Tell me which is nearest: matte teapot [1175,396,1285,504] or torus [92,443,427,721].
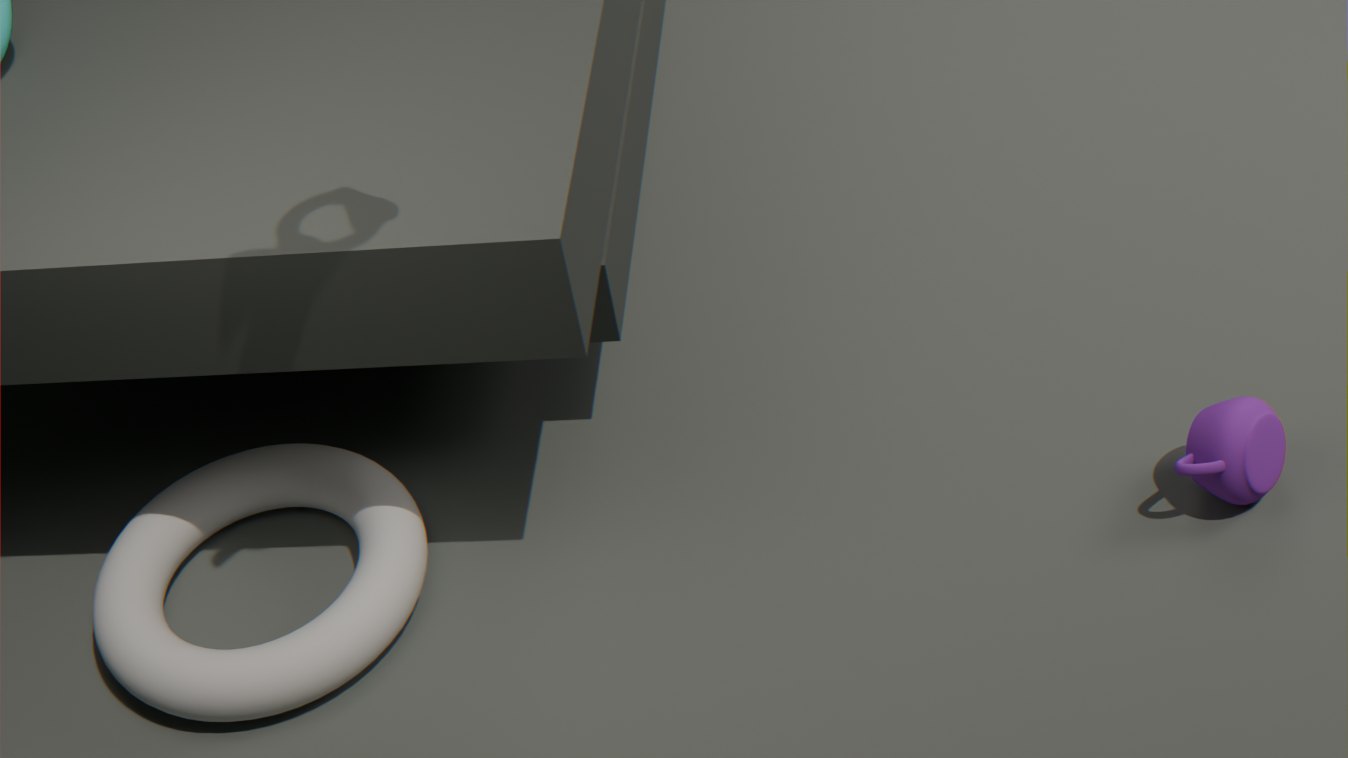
torus [92,443,427,721]
